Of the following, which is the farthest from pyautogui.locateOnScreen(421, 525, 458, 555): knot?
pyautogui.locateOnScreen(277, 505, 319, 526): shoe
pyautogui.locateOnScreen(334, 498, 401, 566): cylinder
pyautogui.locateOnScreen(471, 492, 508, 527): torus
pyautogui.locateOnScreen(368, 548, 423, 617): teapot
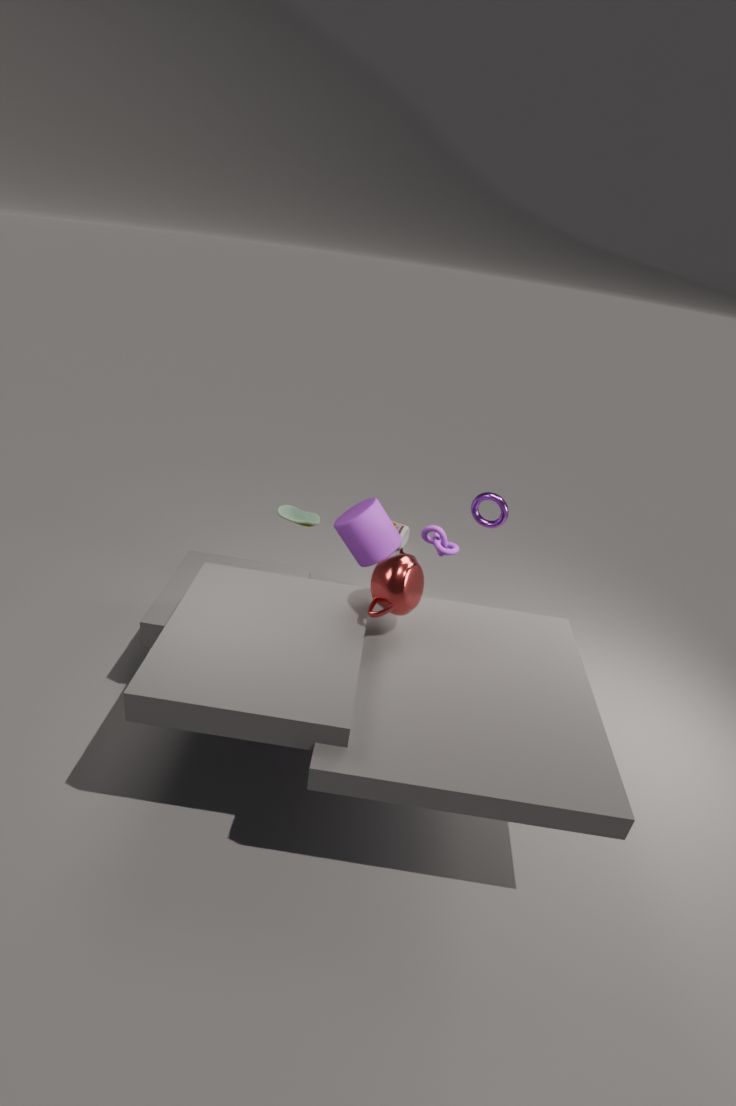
pyautogui.locateOnScreen(277, 505, 319, 526): shoe
